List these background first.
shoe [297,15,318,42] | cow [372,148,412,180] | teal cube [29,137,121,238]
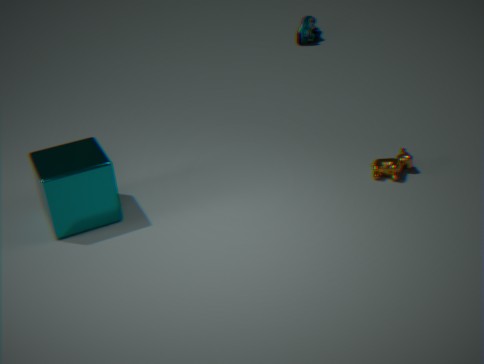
shoe [297,15,318,42], cow [372,148,412,180], teal cube [29,137,121,238]
